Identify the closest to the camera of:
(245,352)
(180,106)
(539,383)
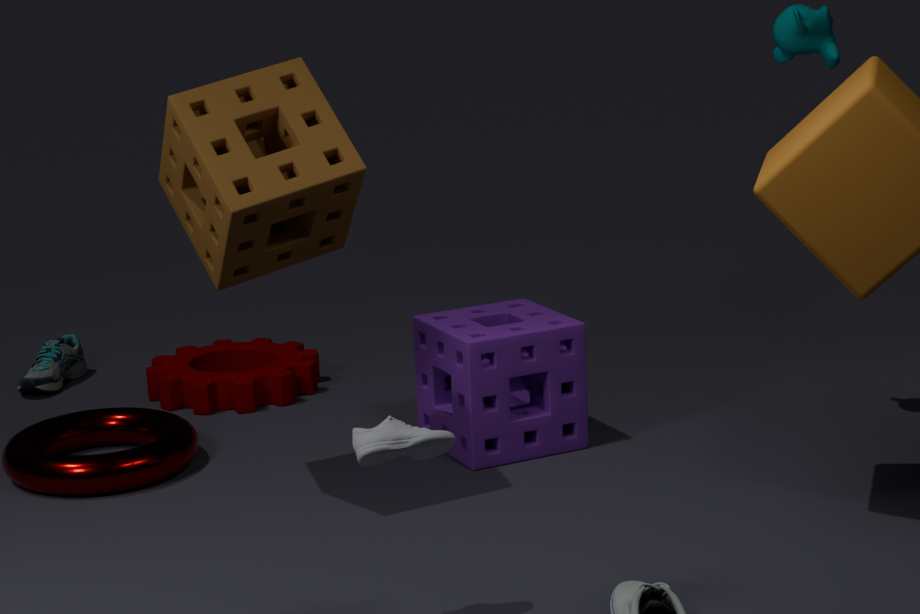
(180,106)
